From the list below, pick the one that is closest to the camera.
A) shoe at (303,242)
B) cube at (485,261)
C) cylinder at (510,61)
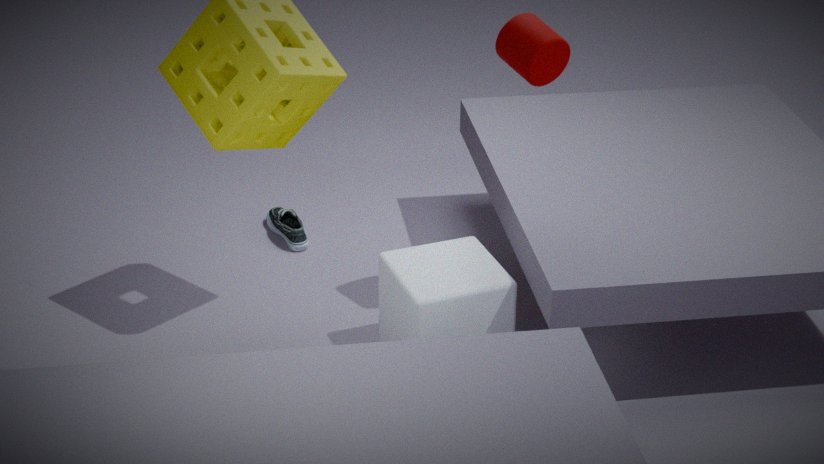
cylinder at (510,61)
